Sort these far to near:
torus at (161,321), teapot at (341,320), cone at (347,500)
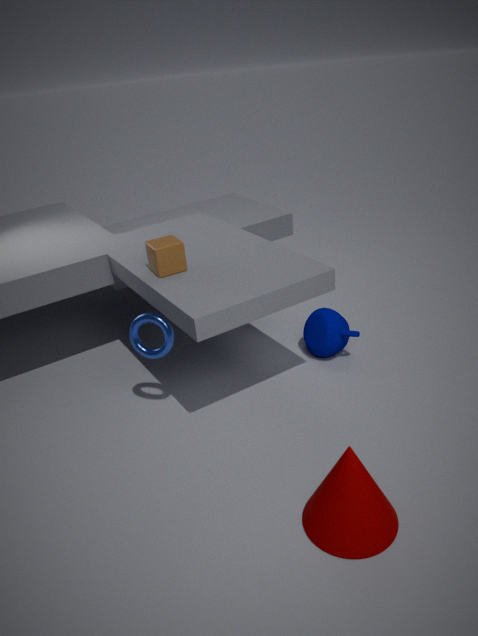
teapot at (341,320) < torus at (161,321) < cone at (347,500)
